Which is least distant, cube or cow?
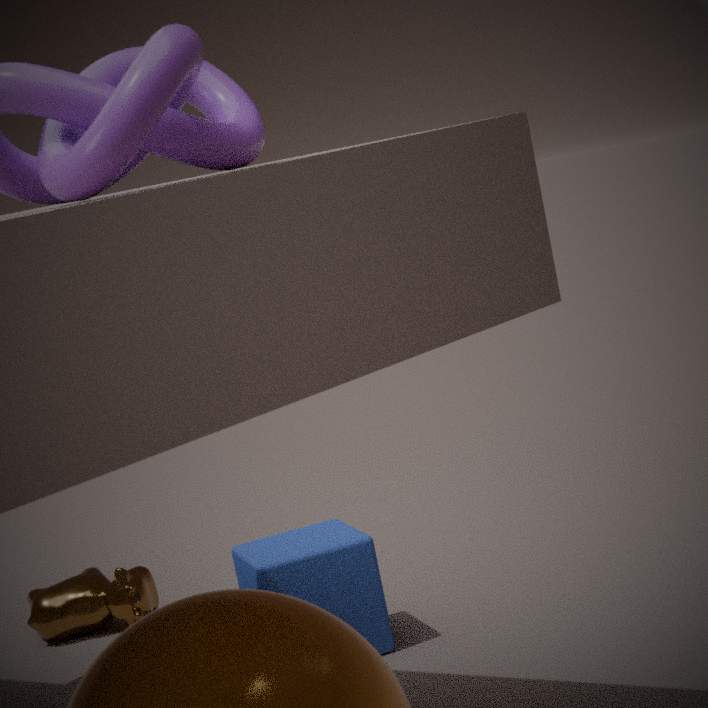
cube
